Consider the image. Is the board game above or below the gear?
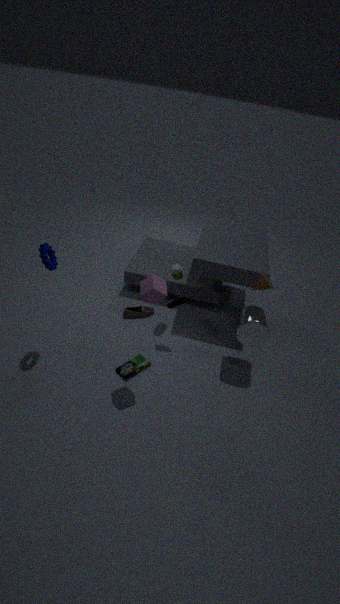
below
